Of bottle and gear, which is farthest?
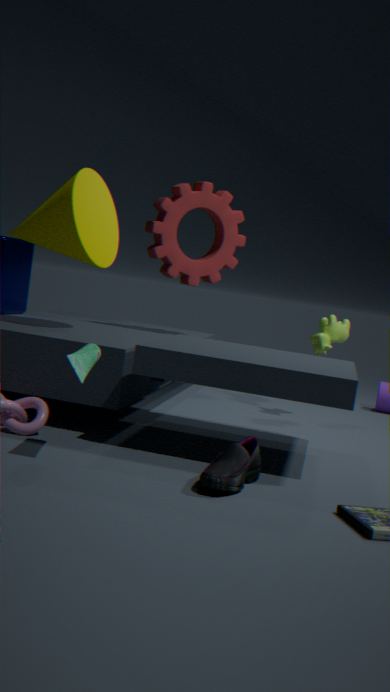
gear
